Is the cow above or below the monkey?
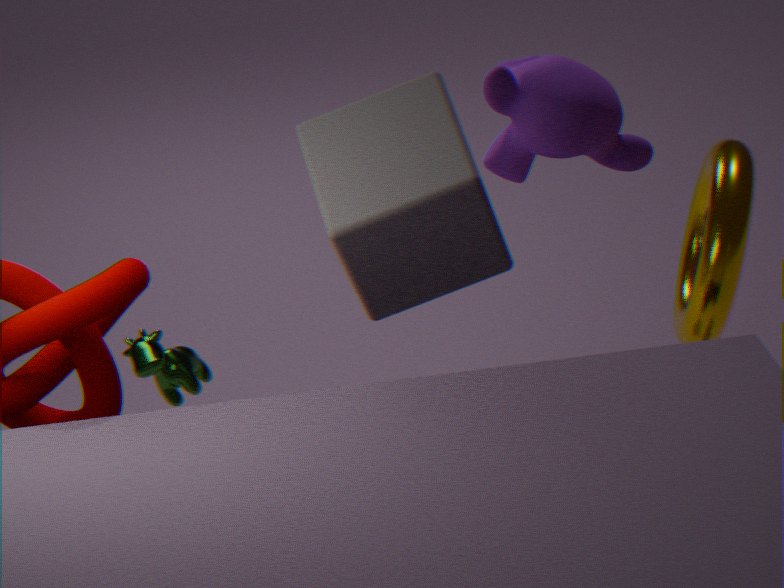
below
